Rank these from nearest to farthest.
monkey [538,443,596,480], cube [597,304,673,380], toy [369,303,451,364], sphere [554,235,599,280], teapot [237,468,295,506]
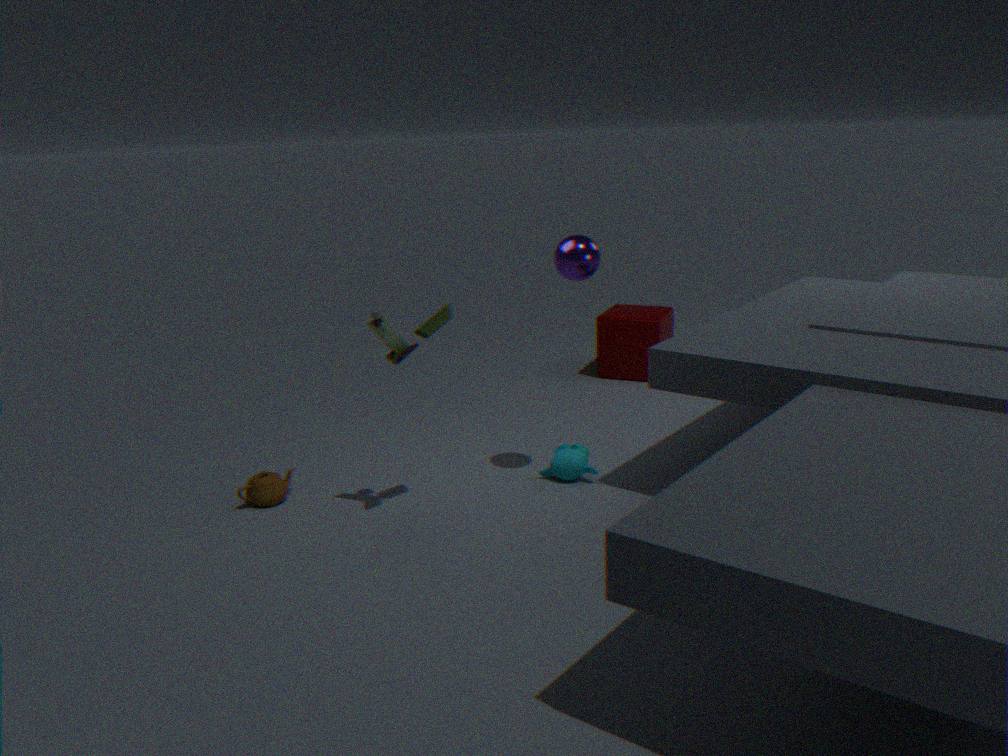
toy [369,303,451,364]
sphere [554,235,599,280]
teapot [237,468,295,506]
monkey [538,443,596,480]
cube [597,304,673,380]
